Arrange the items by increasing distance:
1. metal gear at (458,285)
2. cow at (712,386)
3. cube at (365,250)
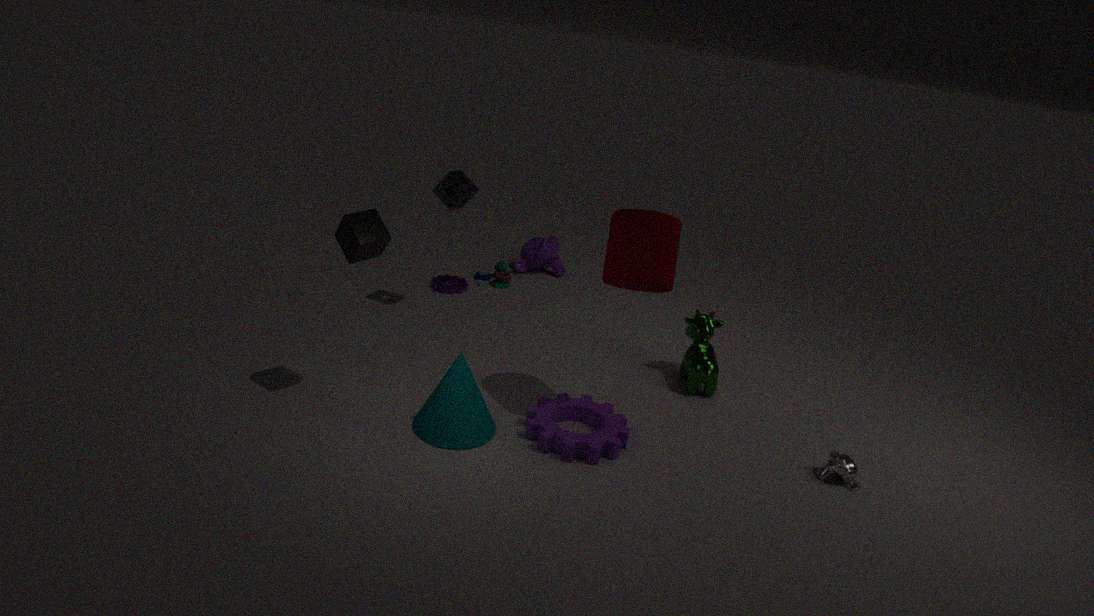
cube at (365,250) < cow at (712,386) < metal gear at (458,285)
